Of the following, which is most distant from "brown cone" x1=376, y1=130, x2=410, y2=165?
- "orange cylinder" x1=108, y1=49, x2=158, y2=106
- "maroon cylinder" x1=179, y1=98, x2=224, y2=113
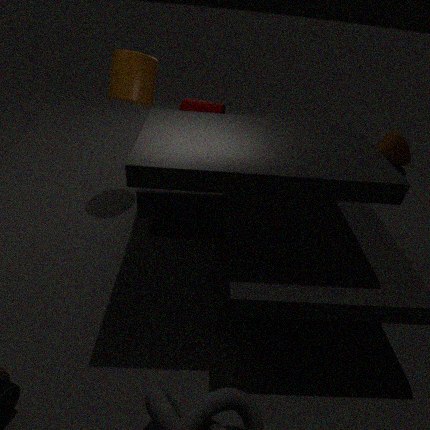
"orange cylinder" x1=108, y1=49, x2=158, y2=106
